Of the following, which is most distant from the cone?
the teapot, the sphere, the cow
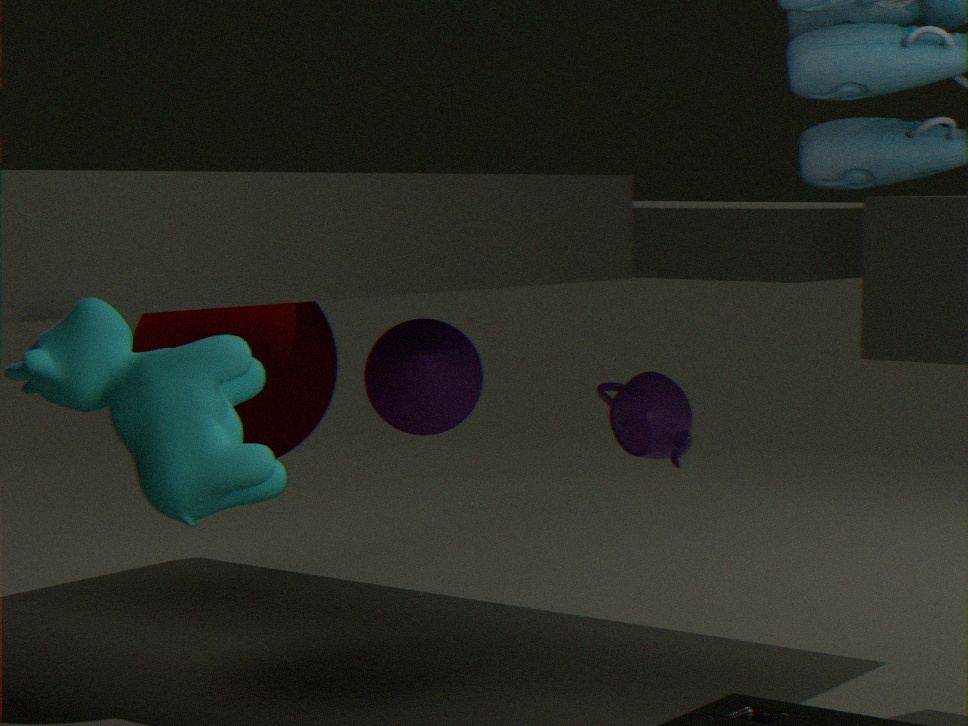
the cow
